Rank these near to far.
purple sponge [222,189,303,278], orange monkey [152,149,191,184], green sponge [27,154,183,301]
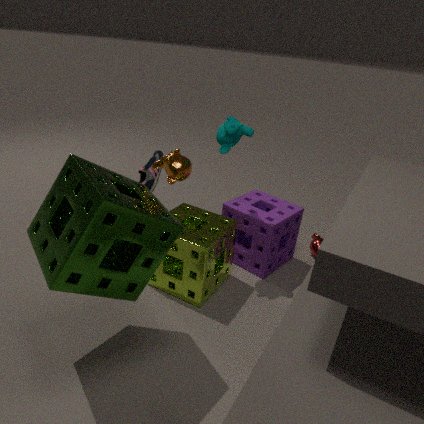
green sponge [27,154,183,301]
orange monkey [152,149,191,184]
purple sponge [222,189,303,278]
